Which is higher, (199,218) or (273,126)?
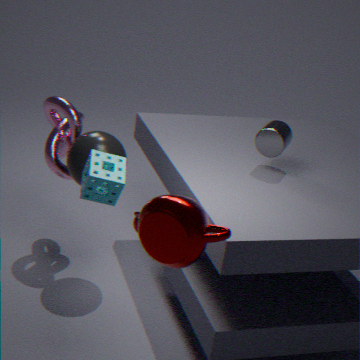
(273,126)
